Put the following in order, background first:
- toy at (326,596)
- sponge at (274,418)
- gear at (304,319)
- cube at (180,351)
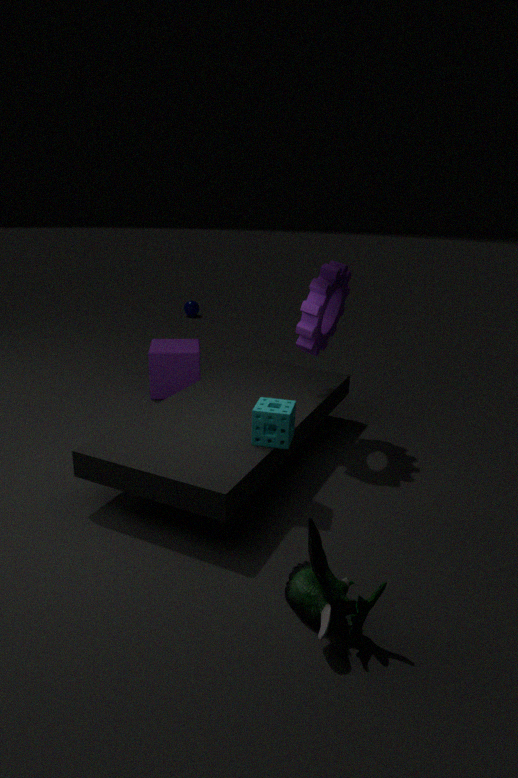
cube at (180,351) → gear at (304,319) → sponge at (274,418) → toy at (326,596)
